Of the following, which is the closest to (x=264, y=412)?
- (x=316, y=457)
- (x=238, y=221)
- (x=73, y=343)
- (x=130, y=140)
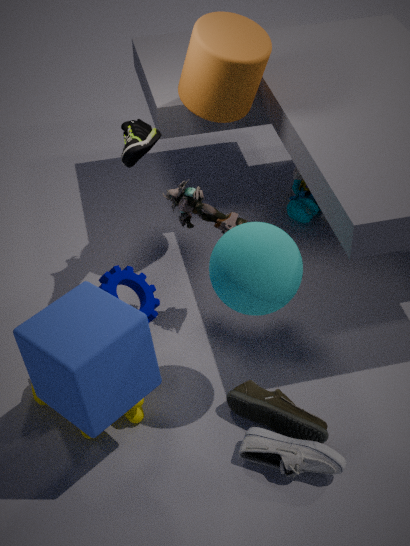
(x=316, y=457)
